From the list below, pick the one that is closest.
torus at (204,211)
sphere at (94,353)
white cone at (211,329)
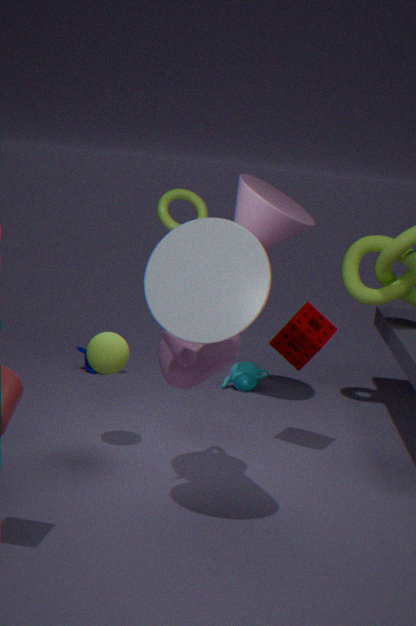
white cone at (211,329)
